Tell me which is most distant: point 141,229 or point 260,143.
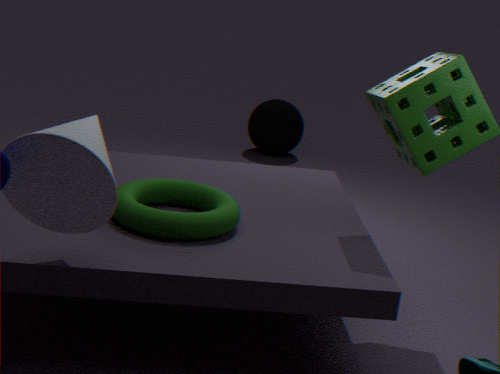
point 260,143
